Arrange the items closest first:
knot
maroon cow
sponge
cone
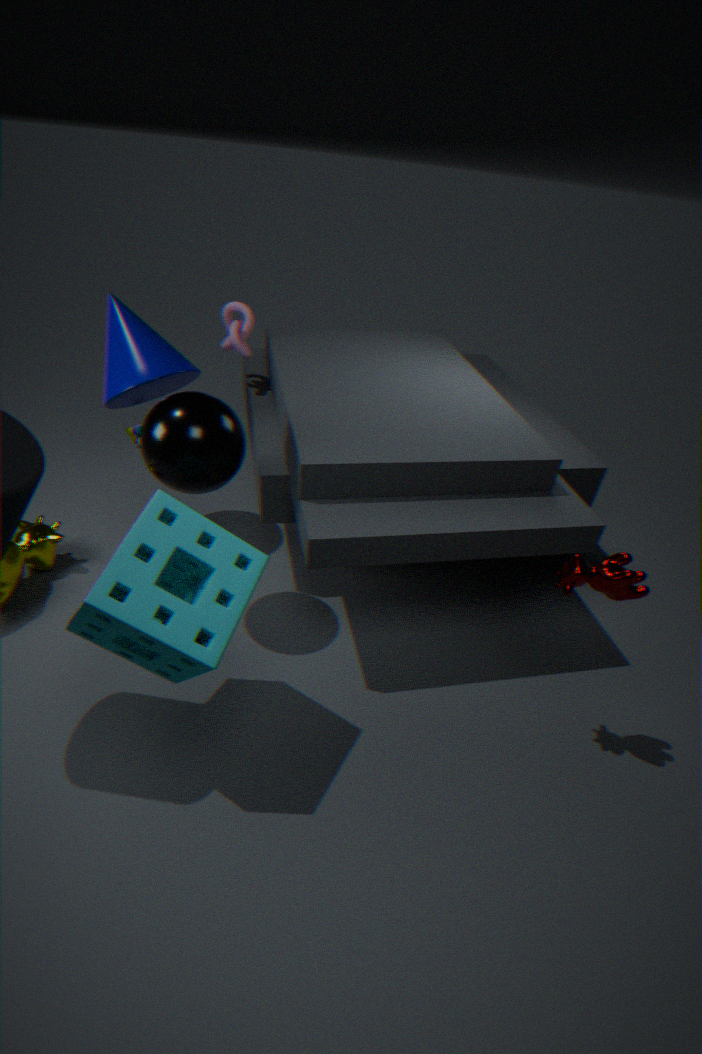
sponge, maroon cow, cone, knot
